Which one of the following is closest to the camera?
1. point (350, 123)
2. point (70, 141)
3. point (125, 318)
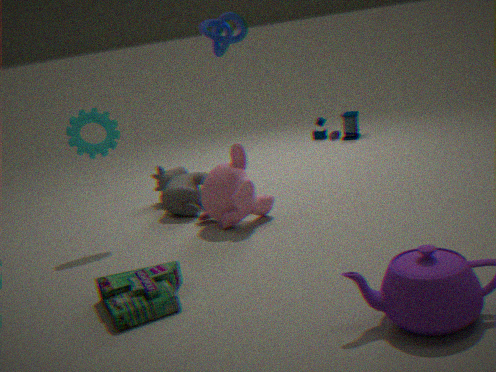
point (125, 318)
